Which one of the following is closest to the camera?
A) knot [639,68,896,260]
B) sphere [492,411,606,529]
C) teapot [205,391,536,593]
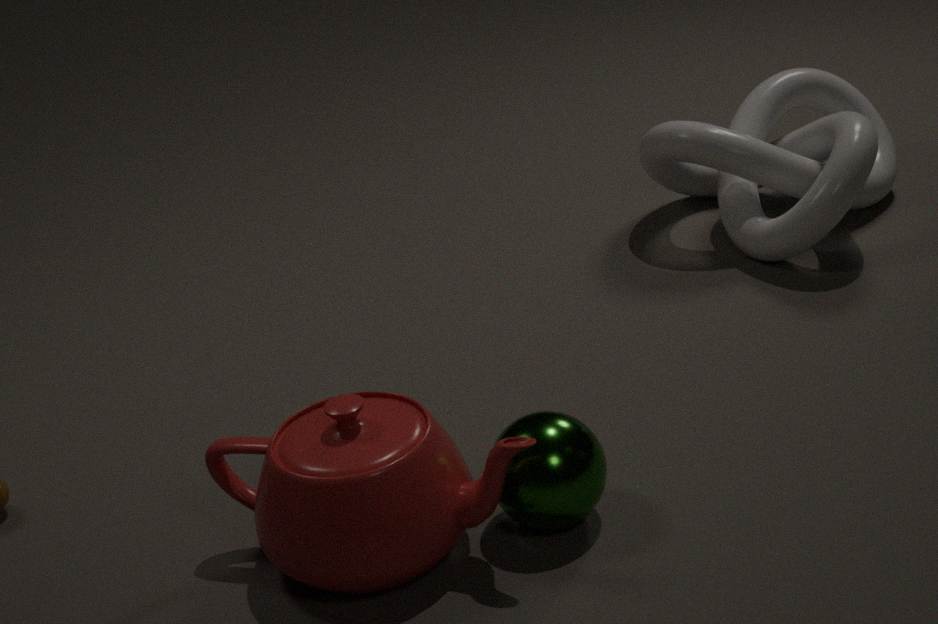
C. teapot [205,391,536,593]
